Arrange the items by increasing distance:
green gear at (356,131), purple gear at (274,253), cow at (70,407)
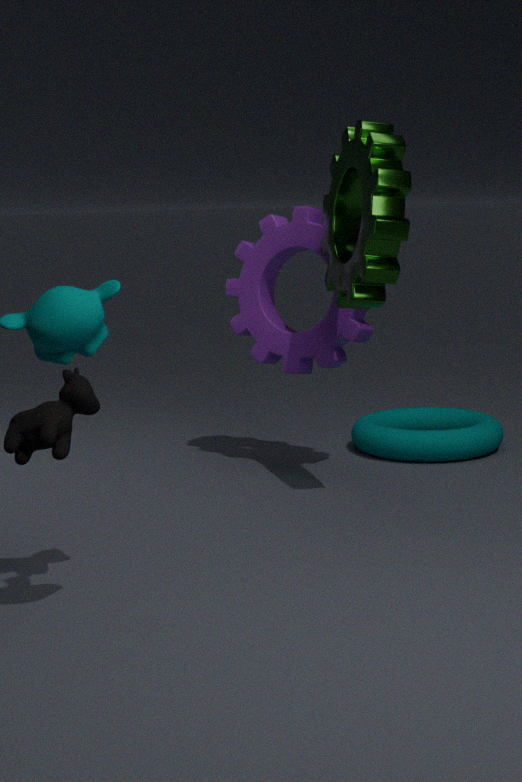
cow at (70,407) < green gear at (356,131) < purple gear at (274,253)
